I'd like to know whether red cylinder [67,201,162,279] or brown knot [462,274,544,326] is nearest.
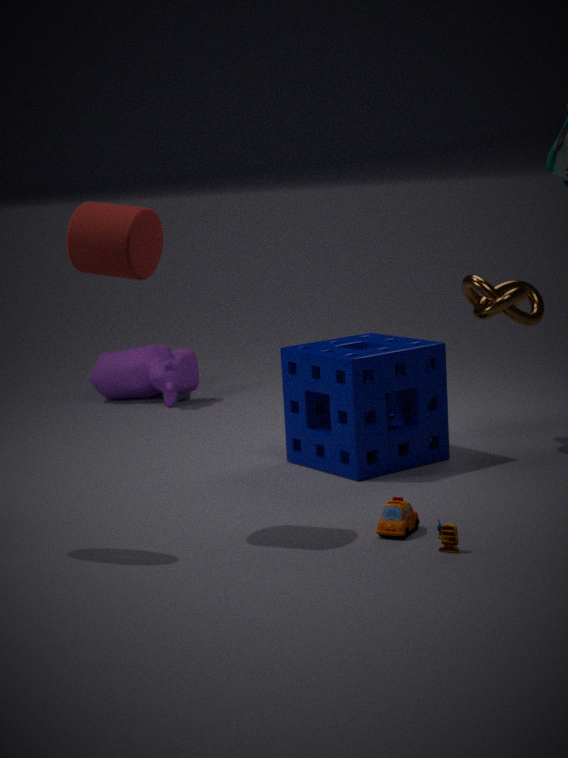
red cylinder [67,201,162,279]
